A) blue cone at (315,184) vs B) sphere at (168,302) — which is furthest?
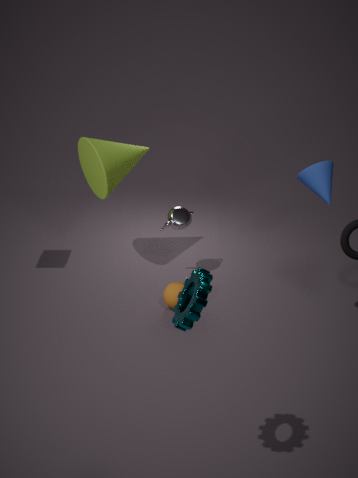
B. sphere at (168,302)
